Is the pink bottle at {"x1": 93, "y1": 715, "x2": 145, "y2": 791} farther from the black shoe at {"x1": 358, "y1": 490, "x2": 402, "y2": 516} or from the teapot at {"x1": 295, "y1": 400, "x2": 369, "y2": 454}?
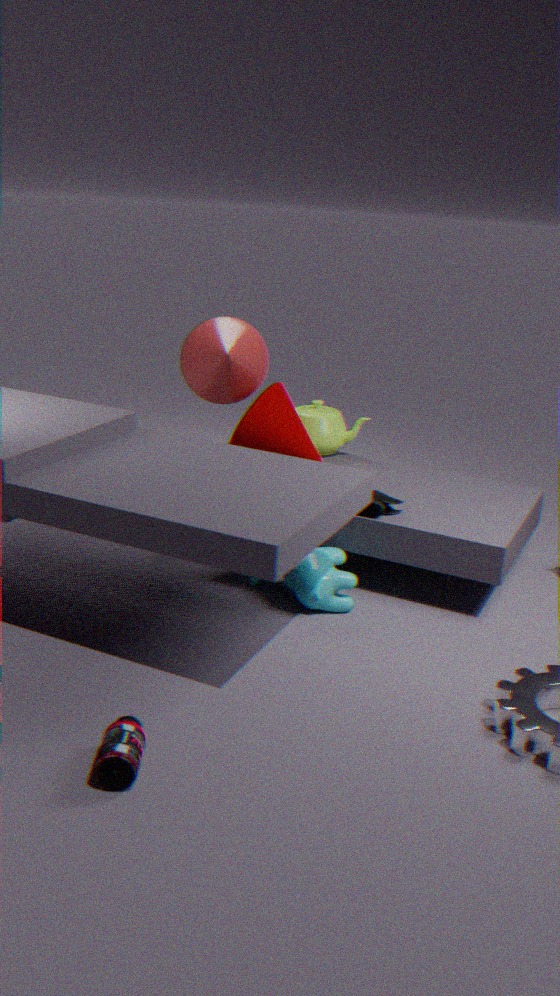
the teapot at {"x1": 295, "y1": 400, "x2": 369, "y2": 454}
